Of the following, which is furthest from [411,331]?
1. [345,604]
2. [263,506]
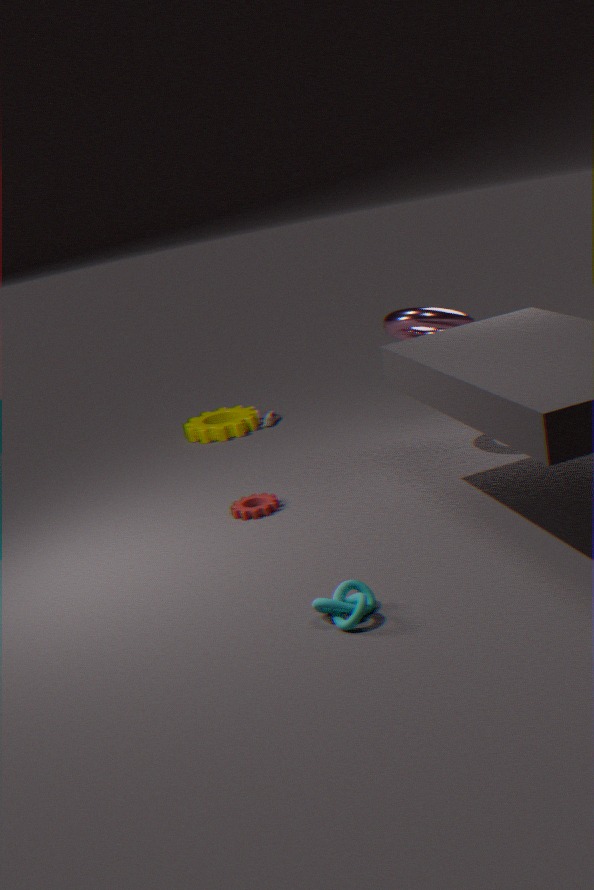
[345,604]
